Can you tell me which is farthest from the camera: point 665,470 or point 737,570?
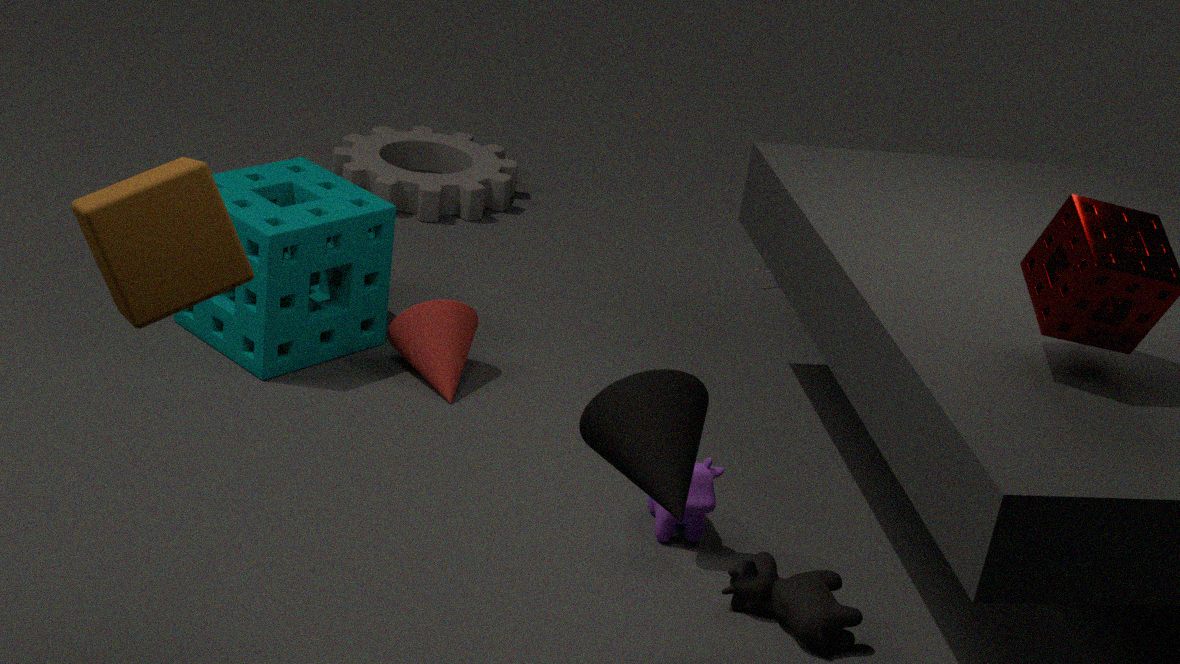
point 737,570
